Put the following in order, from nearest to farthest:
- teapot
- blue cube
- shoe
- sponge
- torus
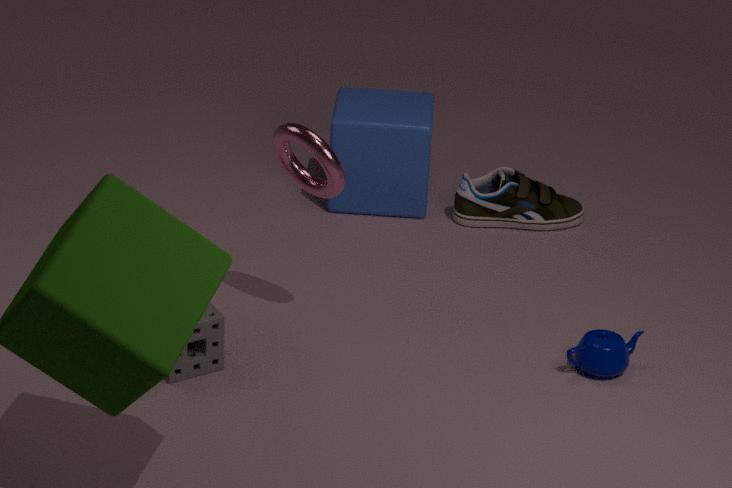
torus, sponge, teapot, blue cube, shoe
